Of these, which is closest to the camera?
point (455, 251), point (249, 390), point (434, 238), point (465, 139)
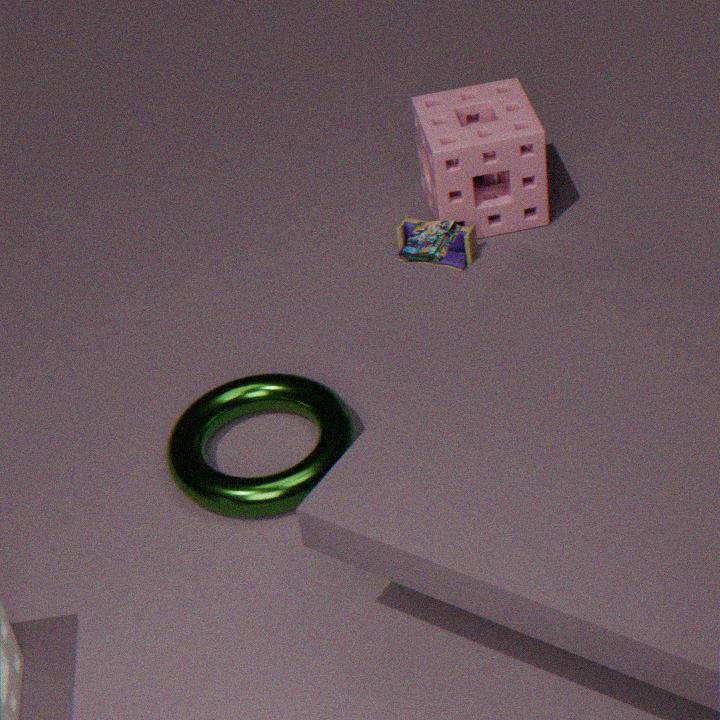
point (434, 238)
